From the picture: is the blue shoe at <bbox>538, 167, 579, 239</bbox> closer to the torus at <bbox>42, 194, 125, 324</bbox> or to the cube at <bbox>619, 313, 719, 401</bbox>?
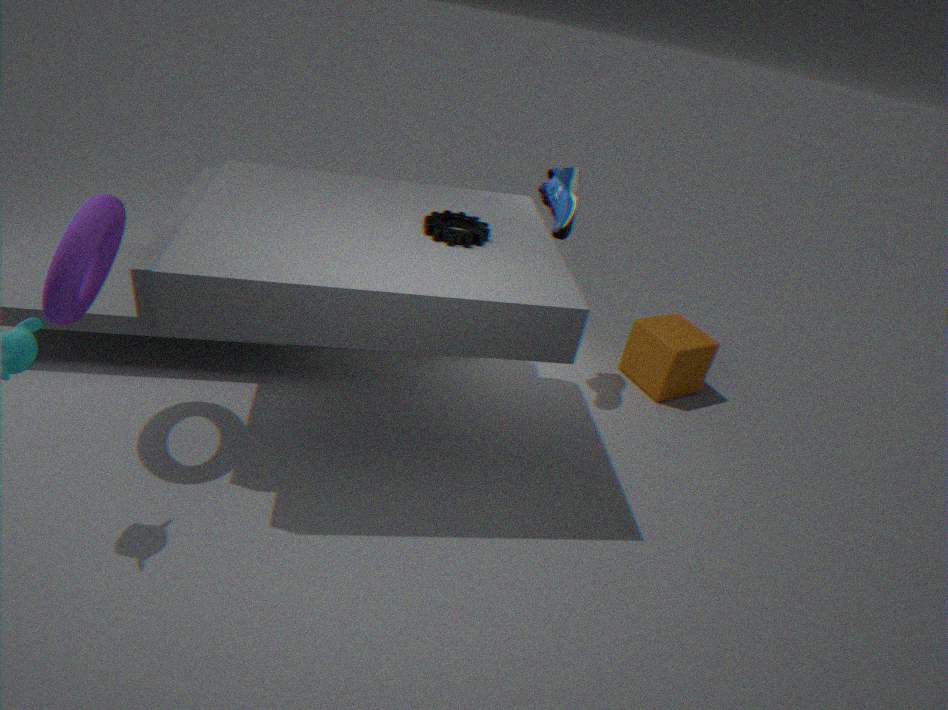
the cube at <bbox>619, 313, 719, 401</bbox>
